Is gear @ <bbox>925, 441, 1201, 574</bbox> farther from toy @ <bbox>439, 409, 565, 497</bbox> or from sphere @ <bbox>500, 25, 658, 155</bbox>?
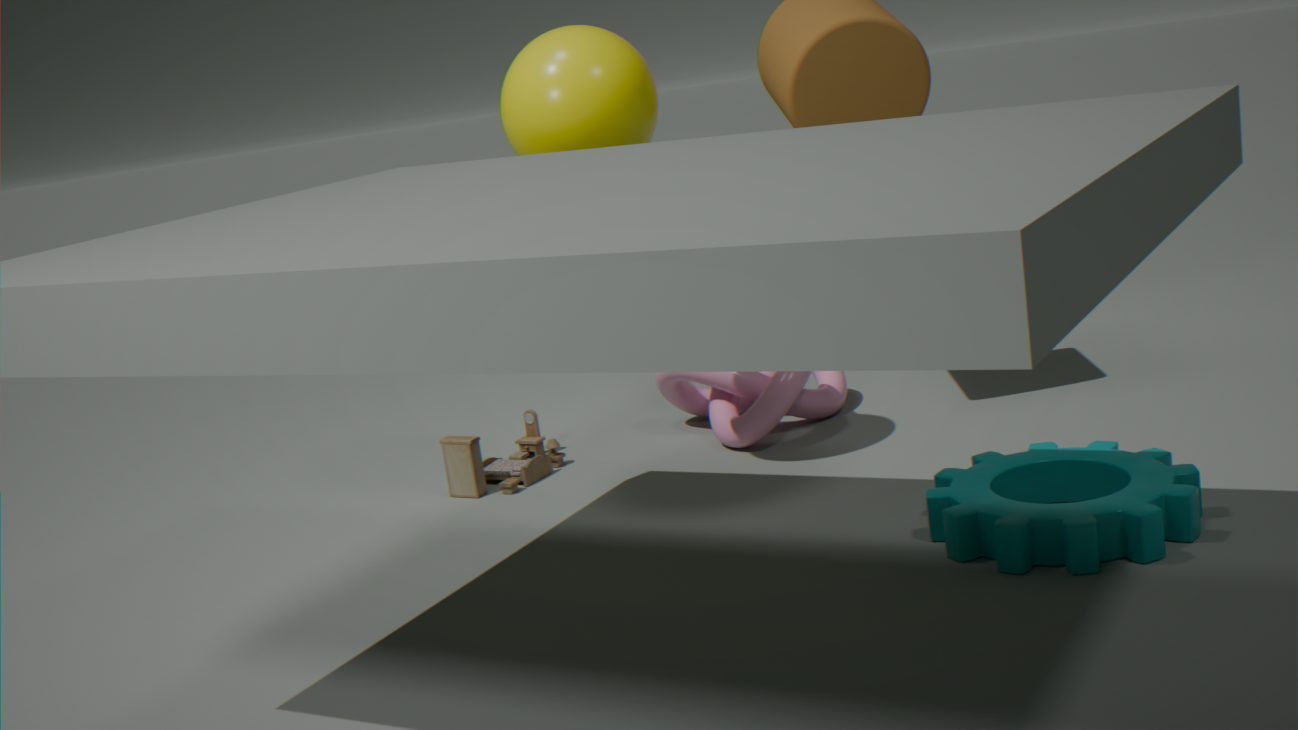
toy @ <bbox>439, 409, 565, 497</bbox>
